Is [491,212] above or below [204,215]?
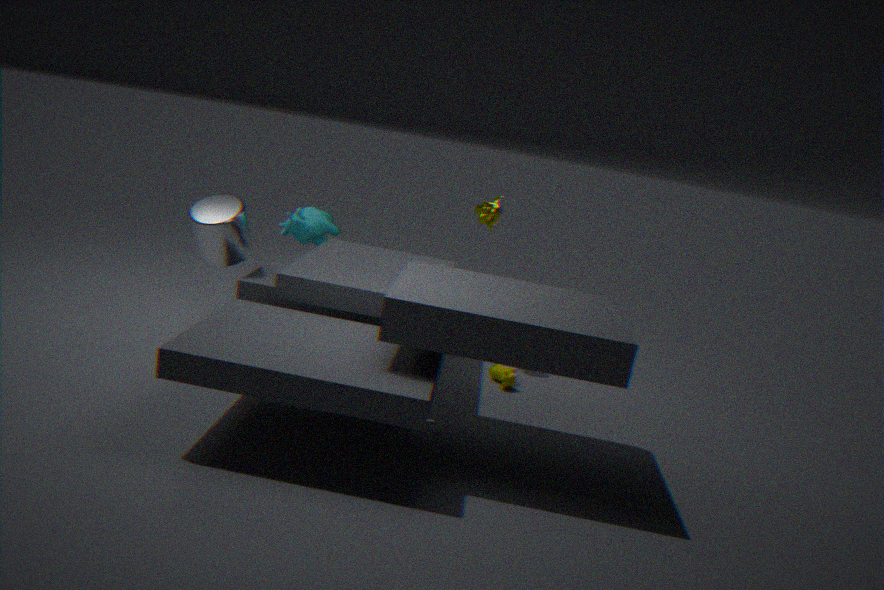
above
